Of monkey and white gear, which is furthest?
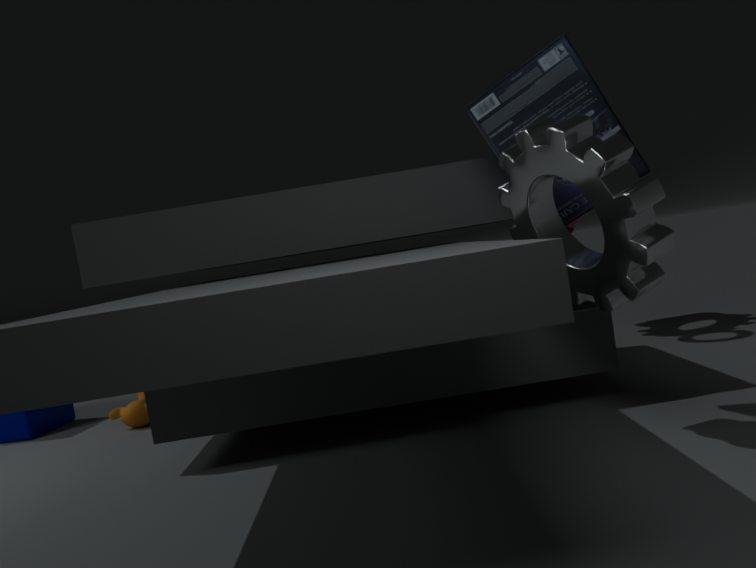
monkey
